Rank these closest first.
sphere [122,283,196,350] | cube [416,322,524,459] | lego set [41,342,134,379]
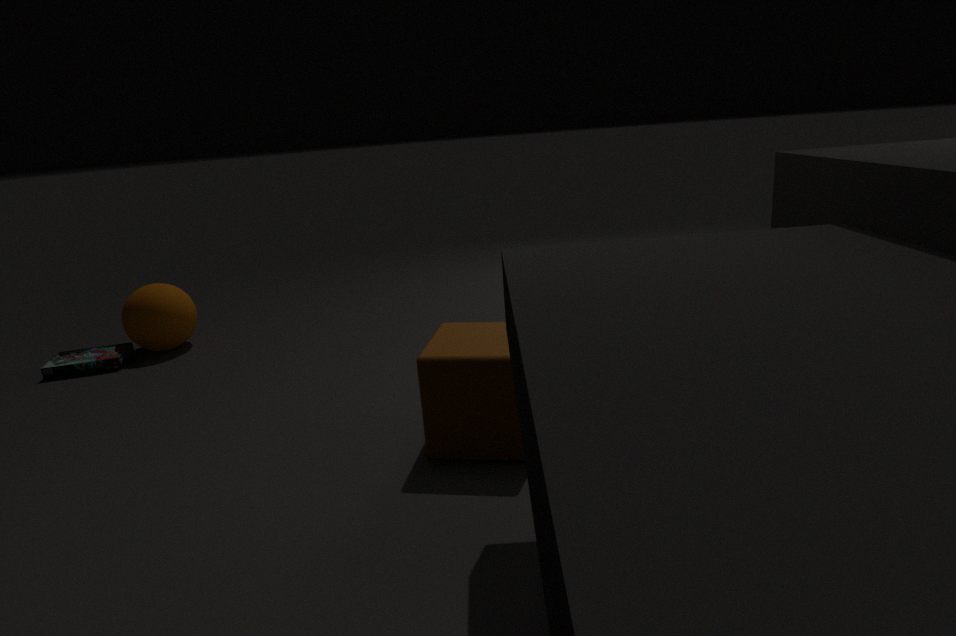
cube [416,322,524,459], lego set [41,342,134,379], sphere [122,283,196,350]
